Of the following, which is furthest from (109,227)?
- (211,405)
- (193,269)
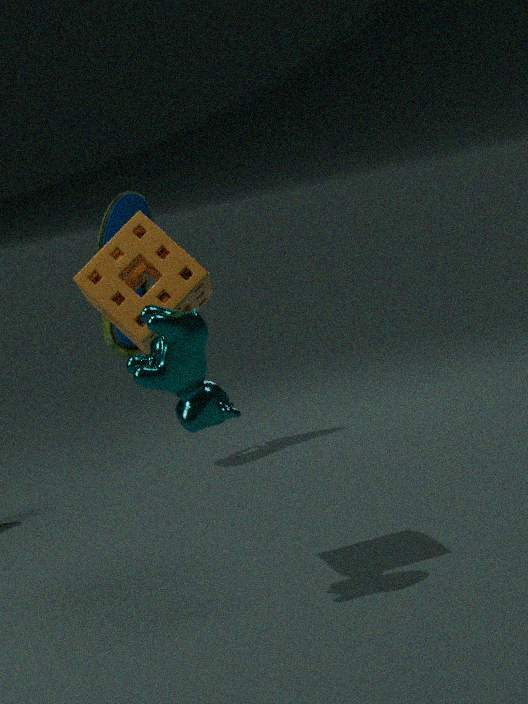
(211,405)
